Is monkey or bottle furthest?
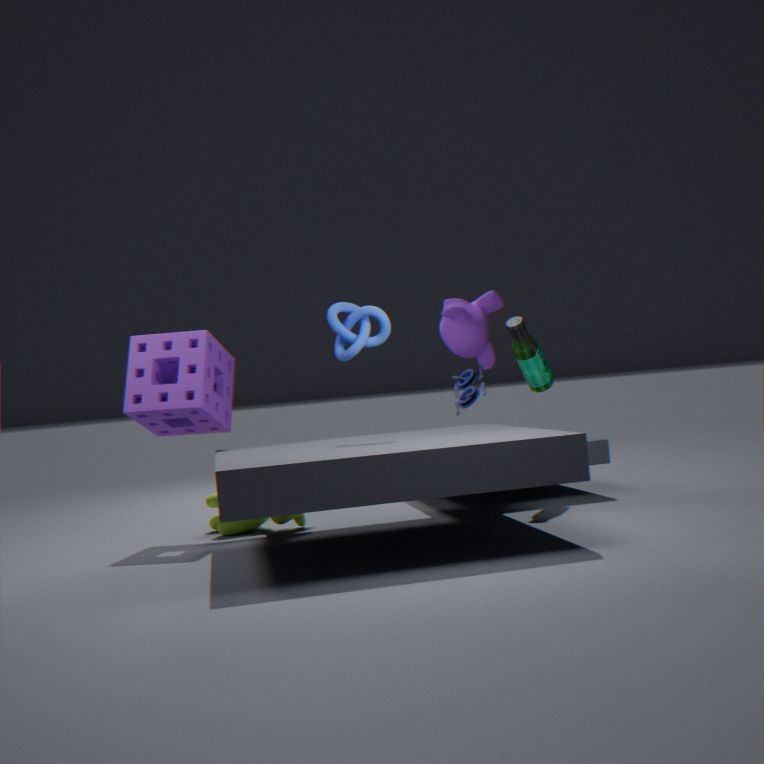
monkey
